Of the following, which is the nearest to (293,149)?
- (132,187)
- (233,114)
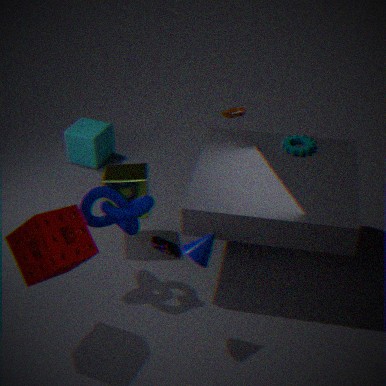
(233,114)
